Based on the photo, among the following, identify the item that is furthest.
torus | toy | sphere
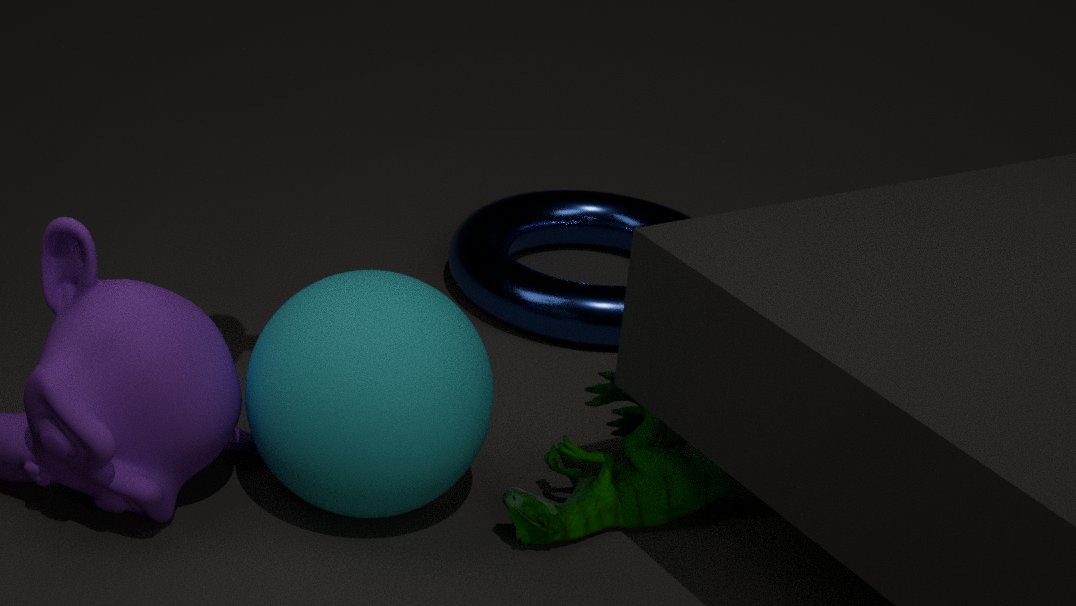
torus
